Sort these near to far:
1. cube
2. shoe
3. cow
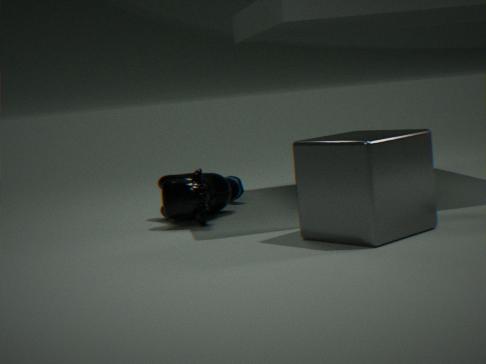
cube → cow → shoe
